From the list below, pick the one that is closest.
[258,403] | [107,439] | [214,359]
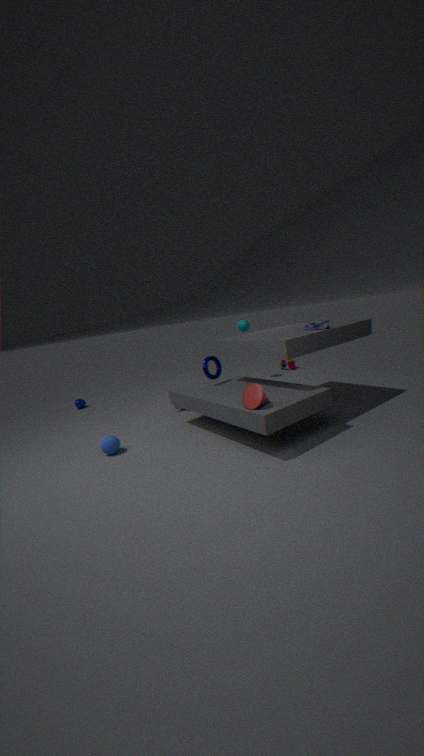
[258,403]
